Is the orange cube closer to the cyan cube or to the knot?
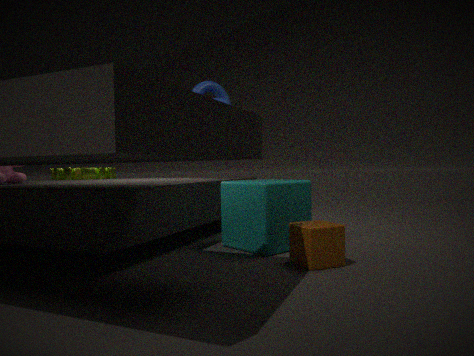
the cyan cube
